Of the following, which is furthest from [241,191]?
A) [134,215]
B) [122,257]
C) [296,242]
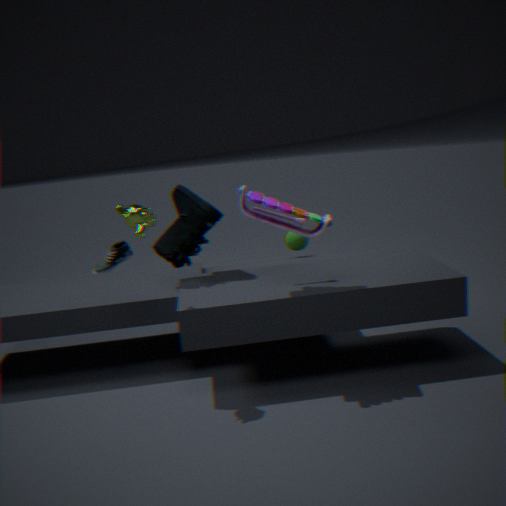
[122,257]
